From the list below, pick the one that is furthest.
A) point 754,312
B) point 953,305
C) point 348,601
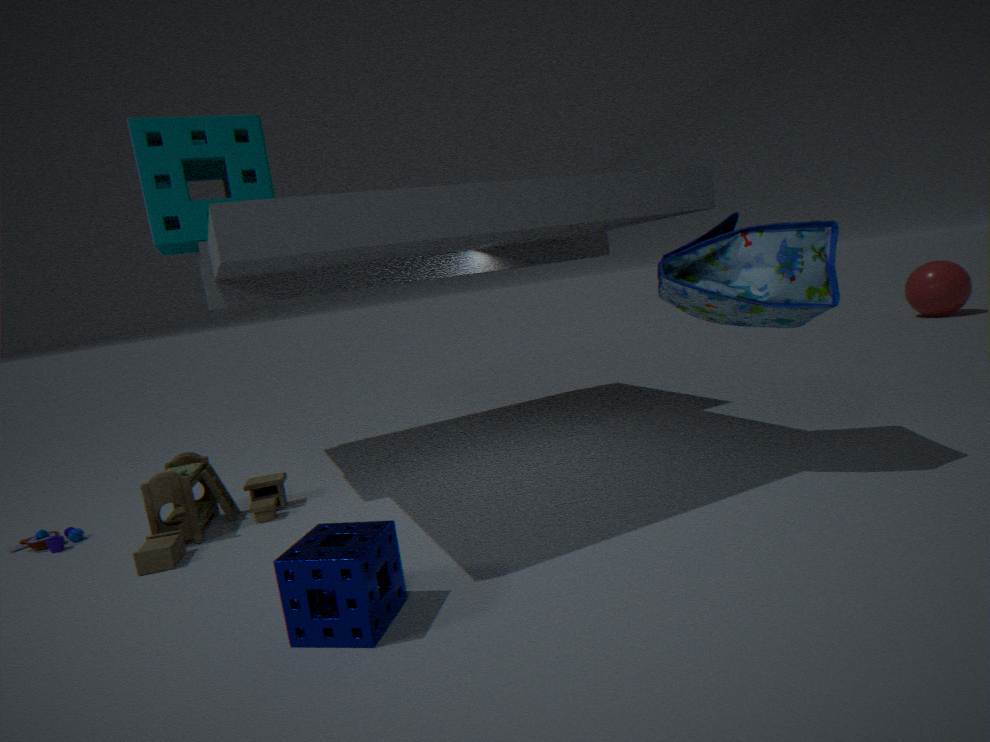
point 953,305
